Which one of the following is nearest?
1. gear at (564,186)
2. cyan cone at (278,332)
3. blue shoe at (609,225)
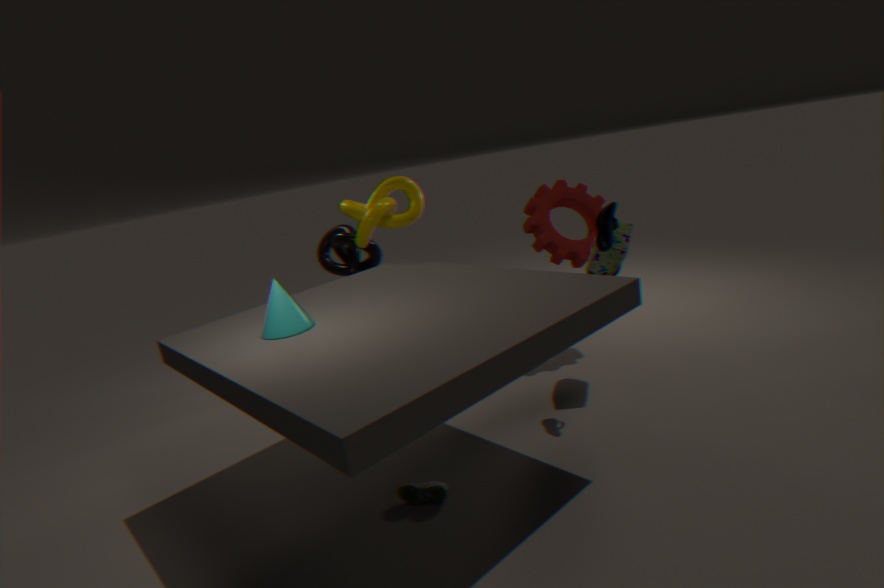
cyan cone at (278,332)
